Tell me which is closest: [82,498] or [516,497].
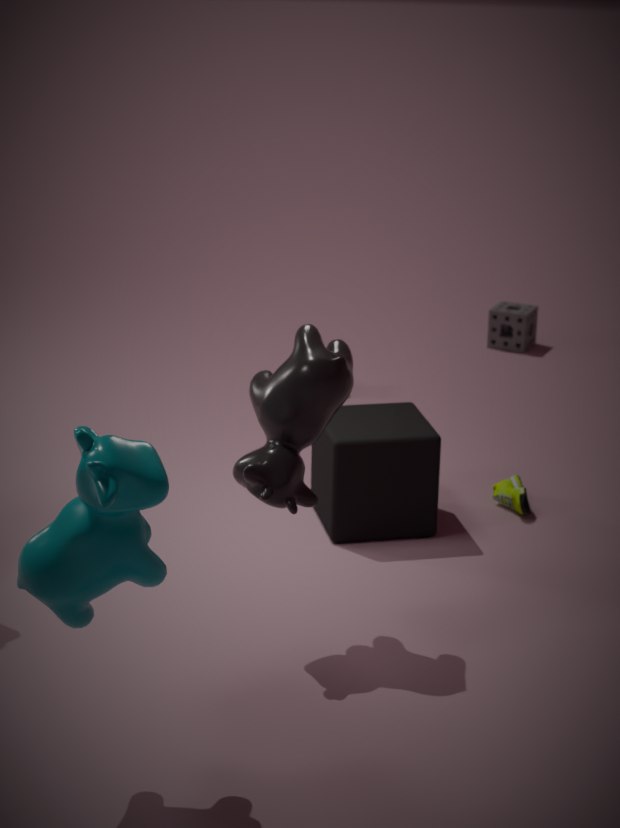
[82,498]
